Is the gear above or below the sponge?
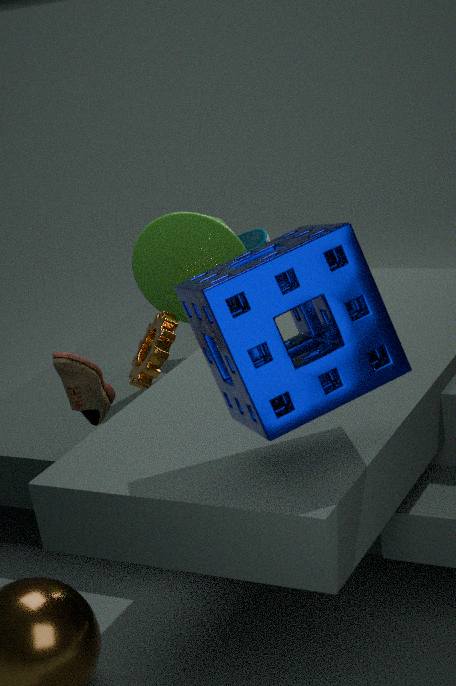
below
